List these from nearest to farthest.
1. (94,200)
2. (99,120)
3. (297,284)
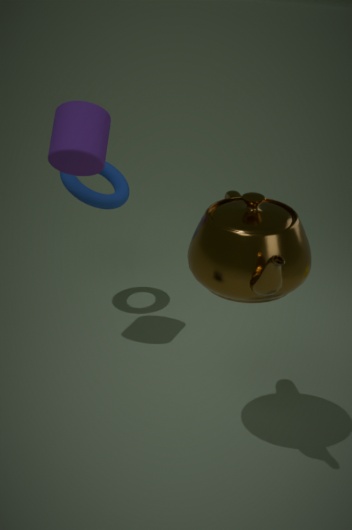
(297,284) < (99,120) < (94,200)
